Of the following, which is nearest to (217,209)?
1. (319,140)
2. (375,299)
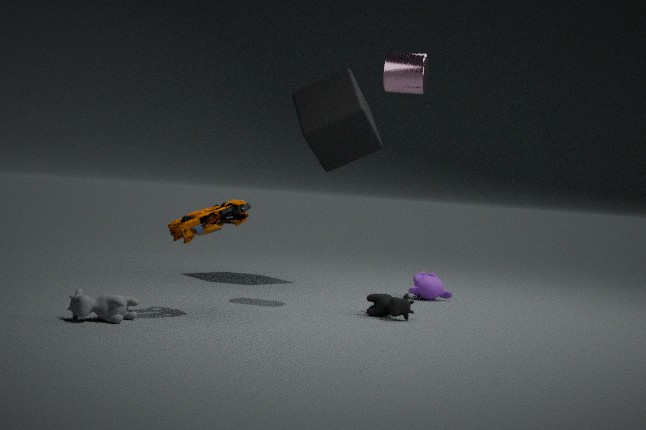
(375,299)
